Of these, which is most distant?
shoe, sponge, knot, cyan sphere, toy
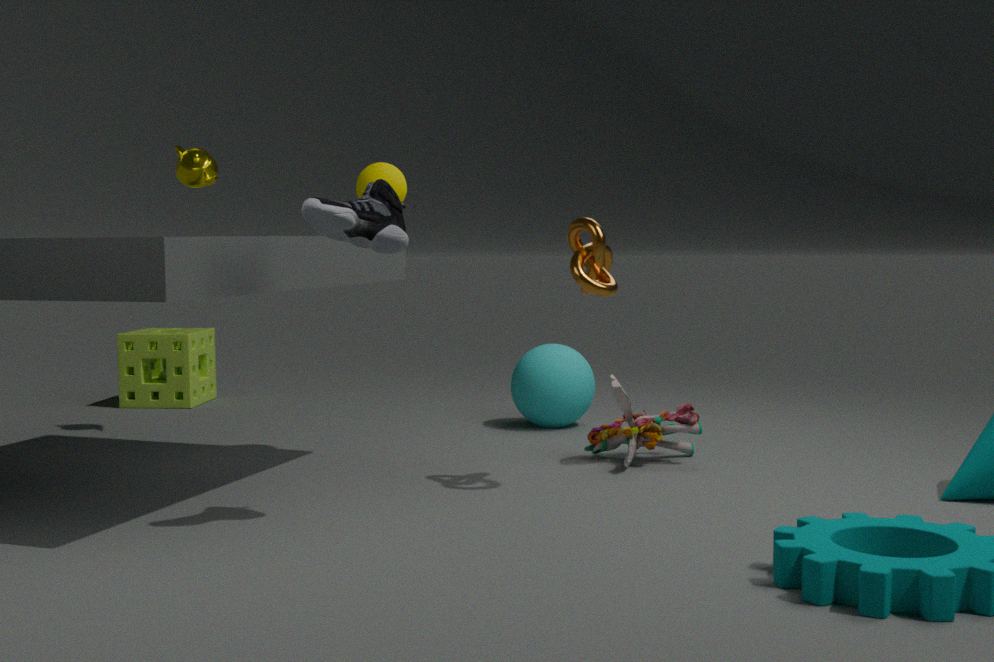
sponge
